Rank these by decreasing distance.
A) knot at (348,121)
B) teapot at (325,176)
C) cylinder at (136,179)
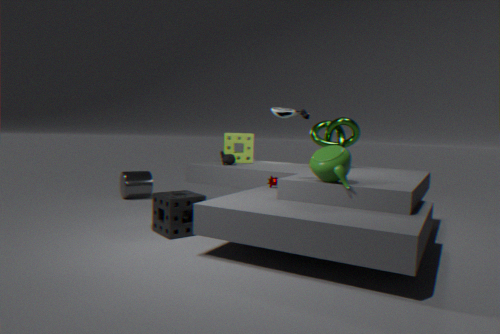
cylinder at (136,179), knot at (348,121), teapot at (325,176)
